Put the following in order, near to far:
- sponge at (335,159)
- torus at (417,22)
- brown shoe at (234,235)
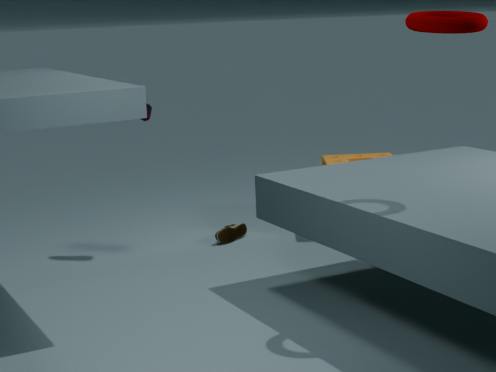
1. torus at (417,22)
2. brown shoe at (234,235)
3. sponge at (335,159)
